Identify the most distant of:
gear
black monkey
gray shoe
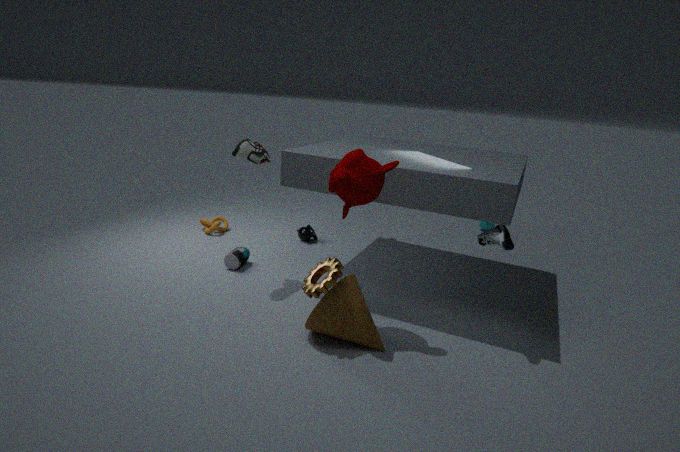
black monkey
